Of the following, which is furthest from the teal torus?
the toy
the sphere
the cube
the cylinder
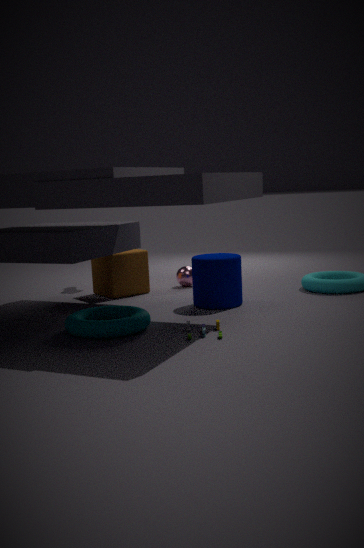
the sphere
